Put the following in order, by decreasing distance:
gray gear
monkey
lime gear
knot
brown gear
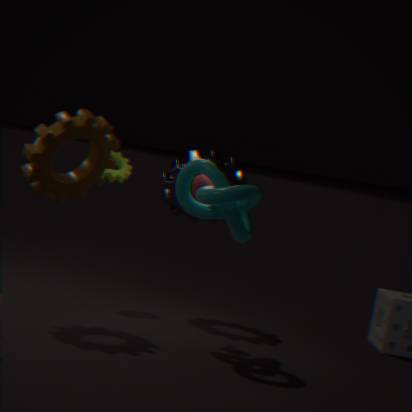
lime gear, gray gear, monkey, brown gear, knot
